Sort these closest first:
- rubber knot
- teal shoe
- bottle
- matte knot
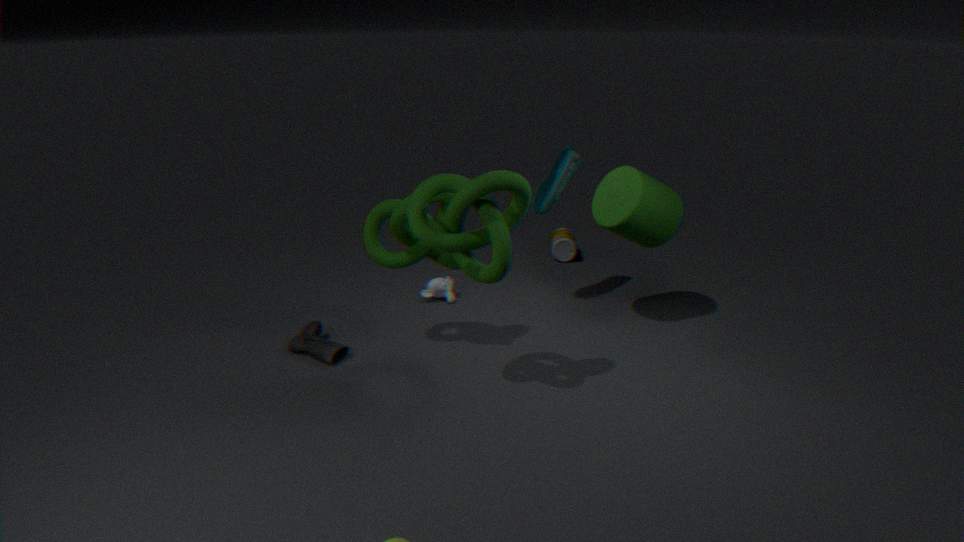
rubber knot, matte knot, teal shoe, bottle
